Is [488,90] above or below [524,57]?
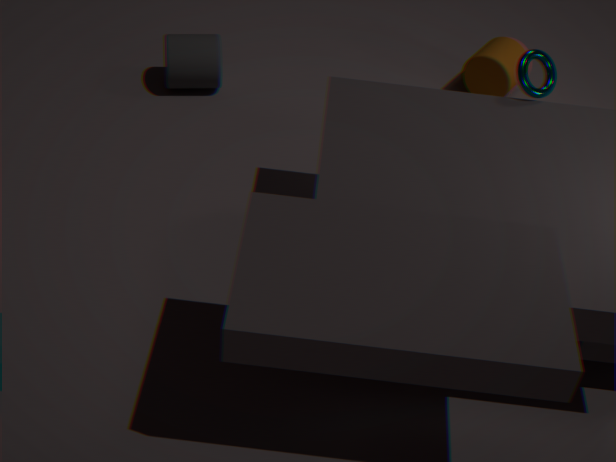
Answer: below
